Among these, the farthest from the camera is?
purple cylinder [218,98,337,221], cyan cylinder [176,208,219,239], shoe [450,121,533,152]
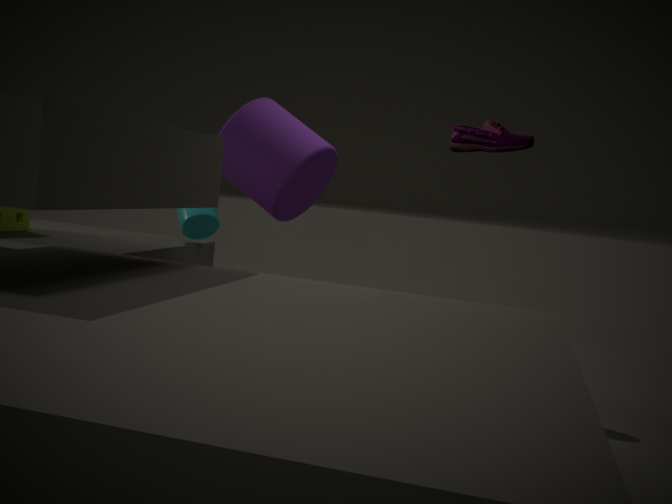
cyan cylinder [176,208,219,239]
